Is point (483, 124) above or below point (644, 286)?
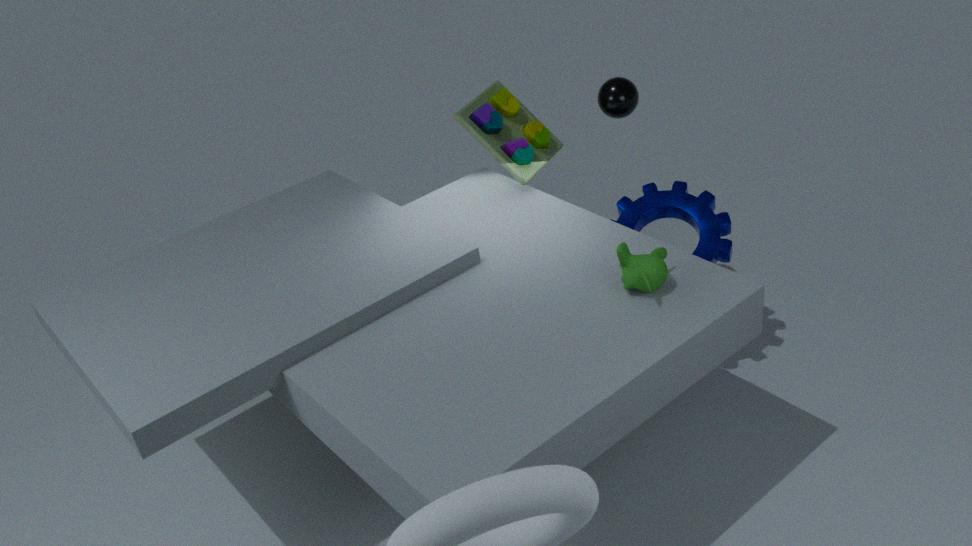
above
